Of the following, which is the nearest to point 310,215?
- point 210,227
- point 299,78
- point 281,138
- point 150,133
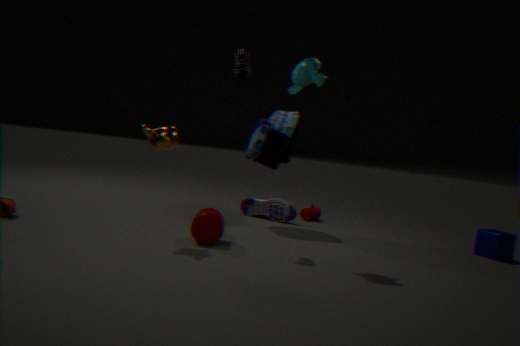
point 281,138
